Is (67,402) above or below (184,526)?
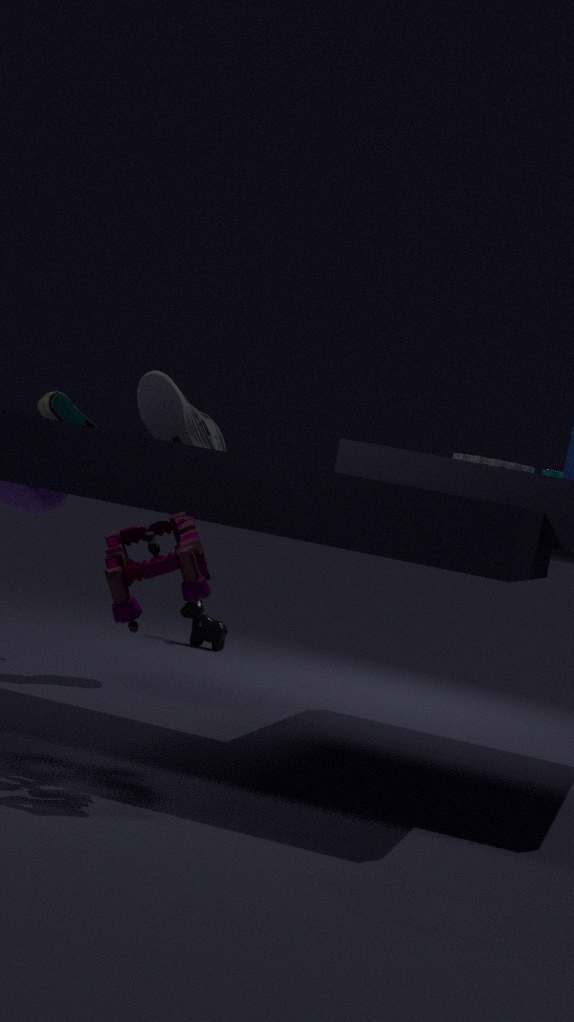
above
